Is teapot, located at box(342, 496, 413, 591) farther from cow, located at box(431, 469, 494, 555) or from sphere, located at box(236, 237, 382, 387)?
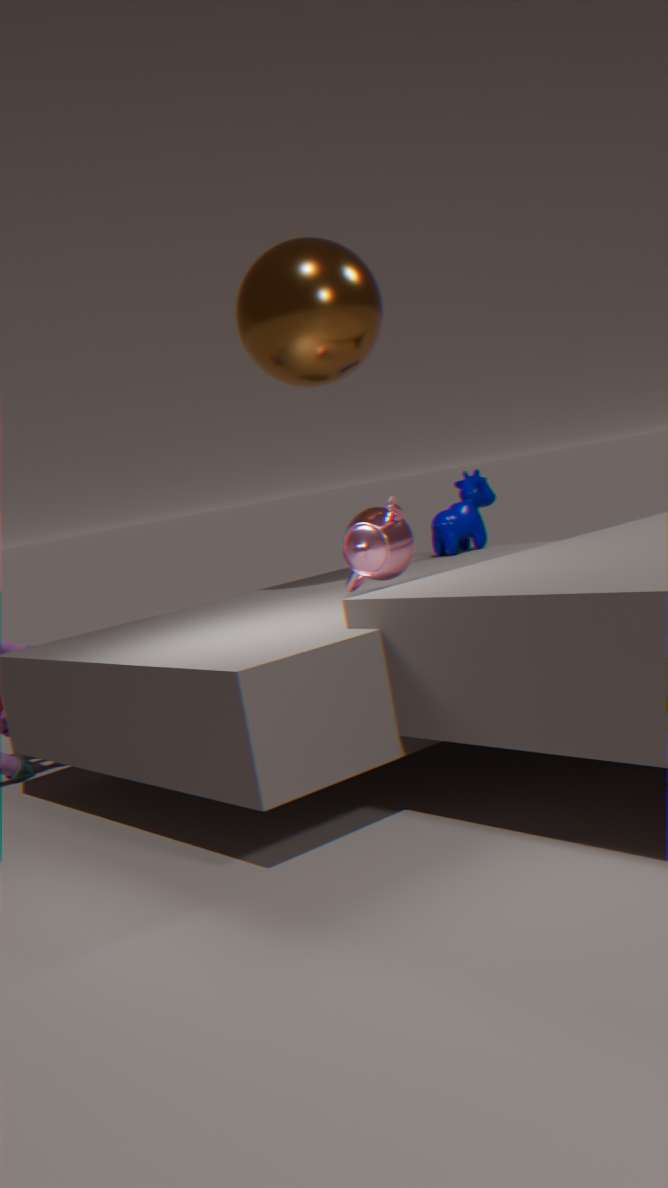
cow, located at box(431, 469, 494, 555)
